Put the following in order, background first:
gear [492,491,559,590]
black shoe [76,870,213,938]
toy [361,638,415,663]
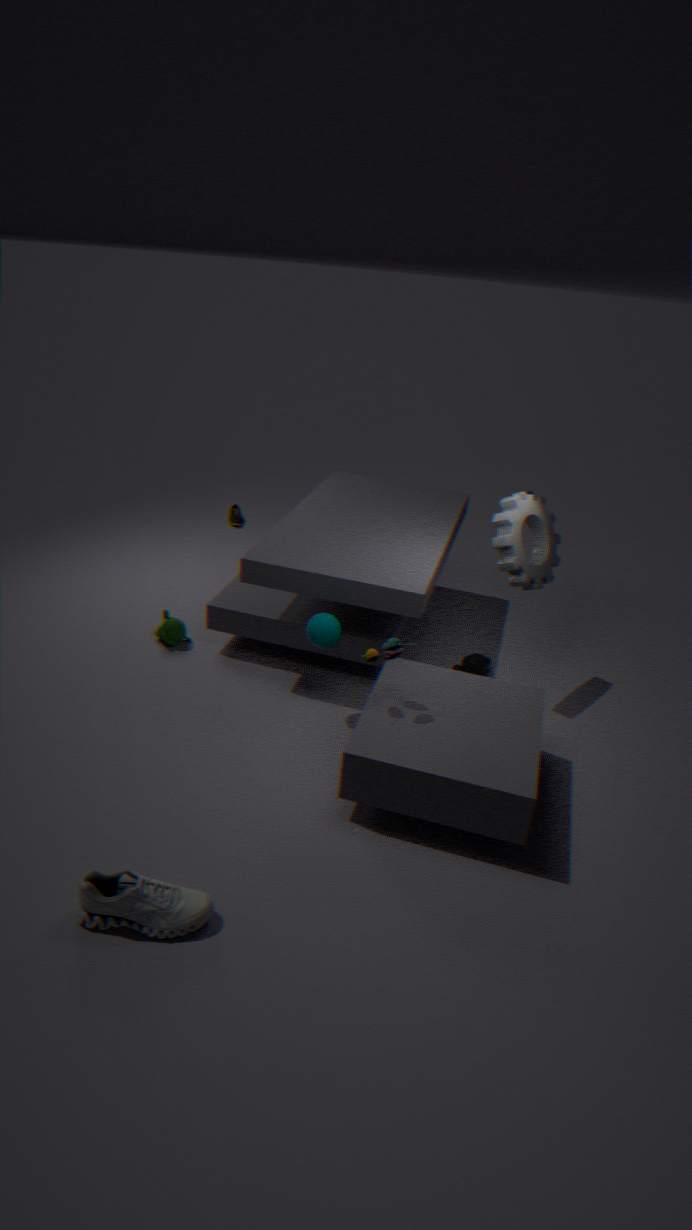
1. gear [492,491,559,590]
2. toy [361,638,415,663]
3. black shoe [76,870,213,938]
